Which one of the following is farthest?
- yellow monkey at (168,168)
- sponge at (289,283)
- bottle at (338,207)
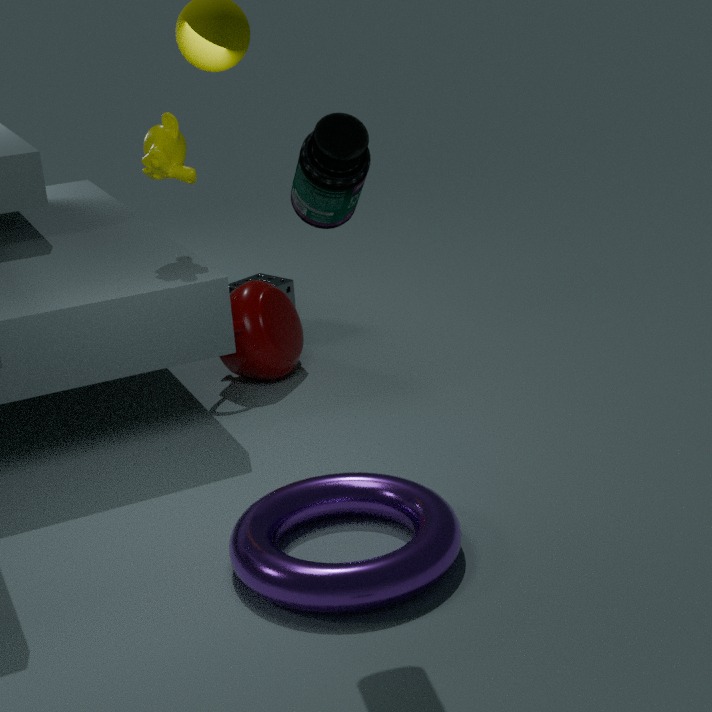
sponge at (289,283)
